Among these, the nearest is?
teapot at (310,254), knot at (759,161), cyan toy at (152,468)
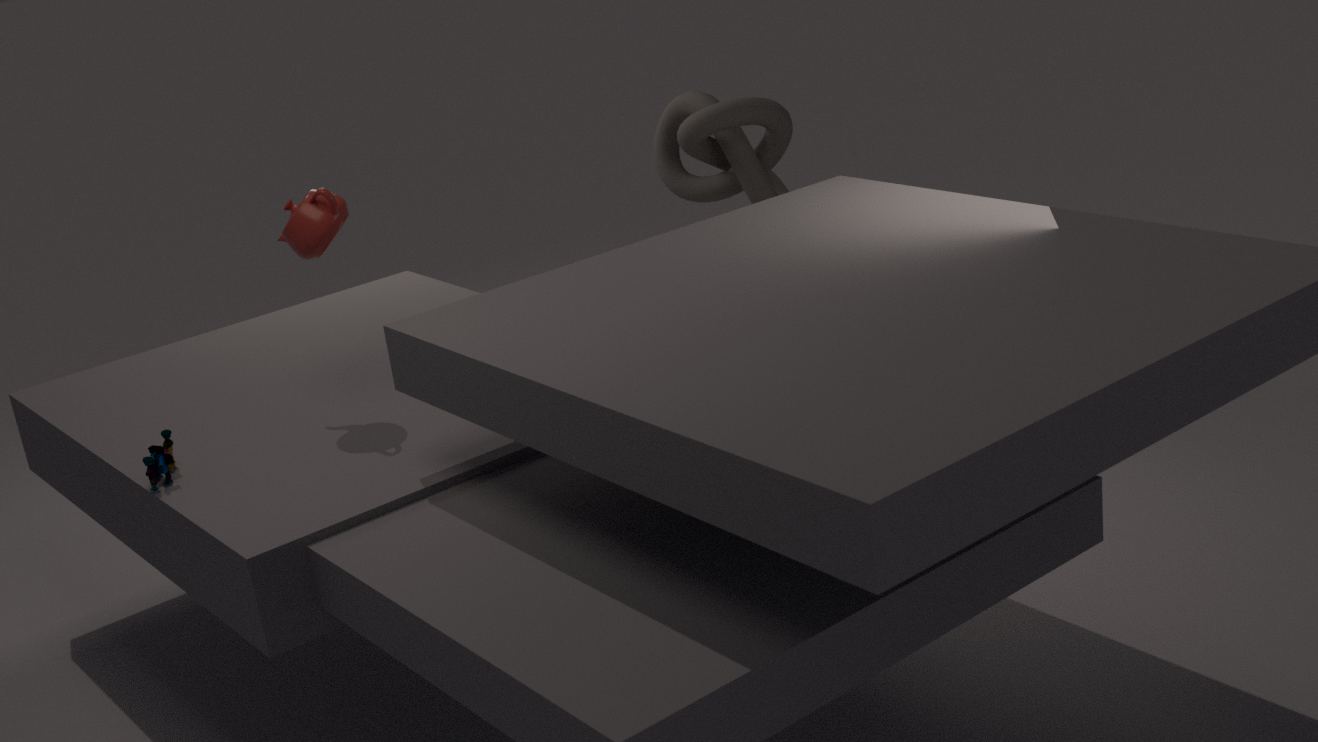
cyan toy at (152,468)
